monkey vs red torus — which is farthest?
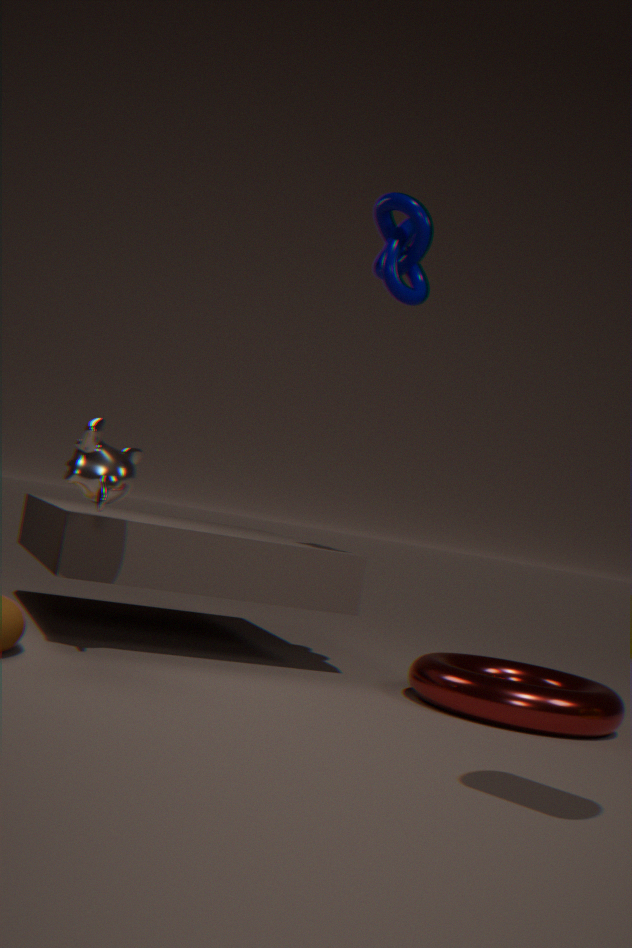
red torus
